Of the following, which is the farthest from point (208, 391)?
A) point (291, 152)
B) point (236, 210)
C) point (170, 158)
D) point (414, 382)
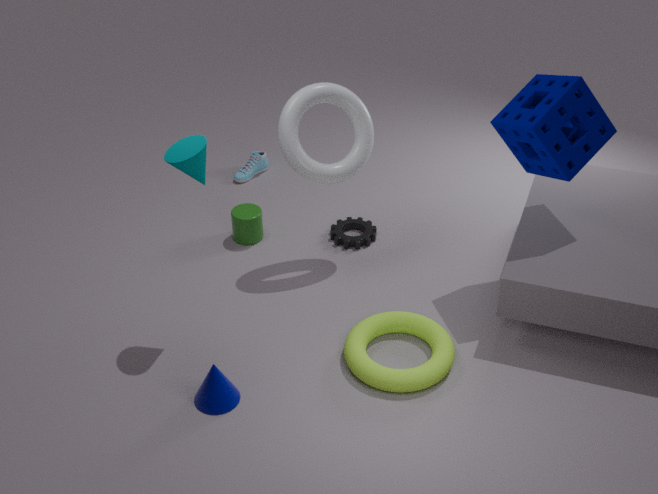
point (291, 152)
